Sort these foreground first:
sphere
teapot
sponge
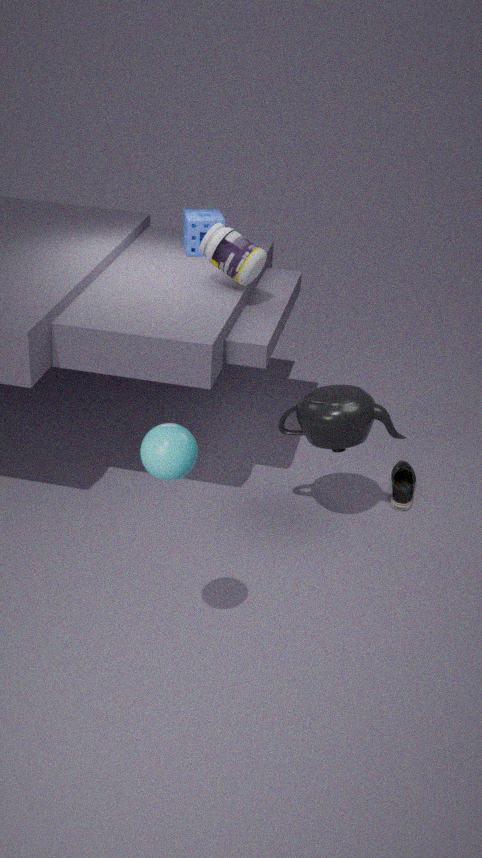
sphere → teapot → sponge
